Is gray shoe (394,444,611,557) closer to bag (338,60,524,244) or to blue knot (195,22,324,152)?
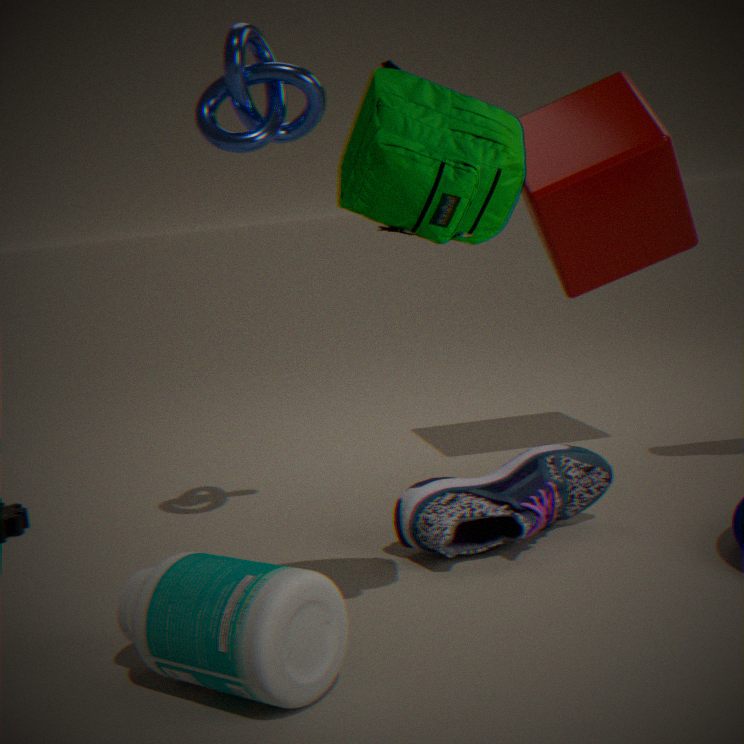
bag (338,60,524,244)
